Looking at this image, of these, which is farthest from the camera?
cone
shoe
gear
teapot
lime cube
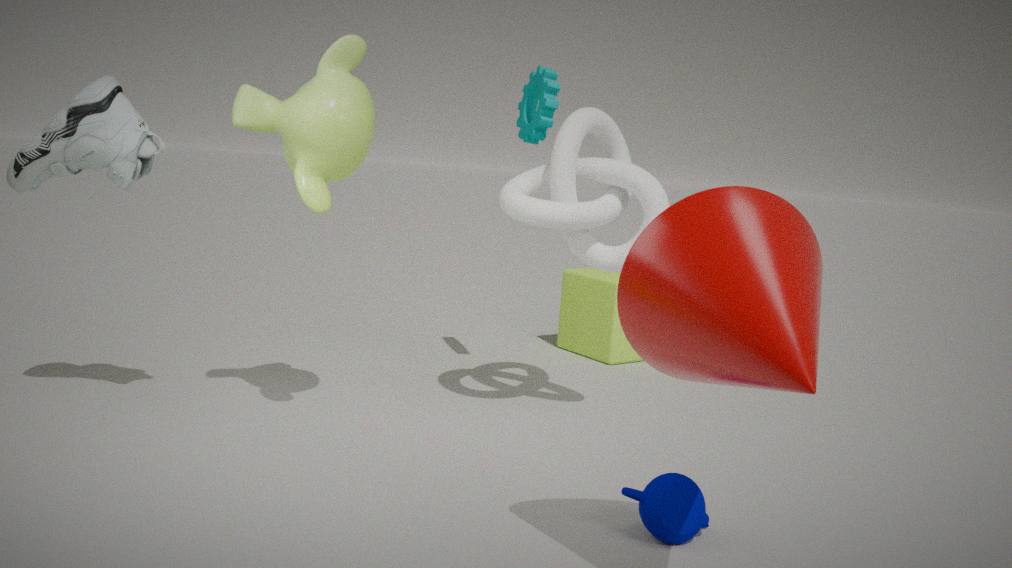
lime cube
